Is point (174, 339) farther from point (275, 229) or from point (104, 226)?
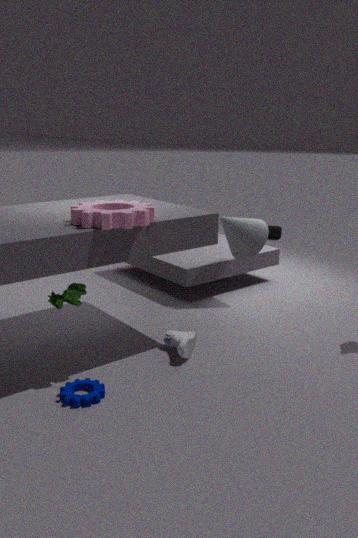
point (275, 229)
